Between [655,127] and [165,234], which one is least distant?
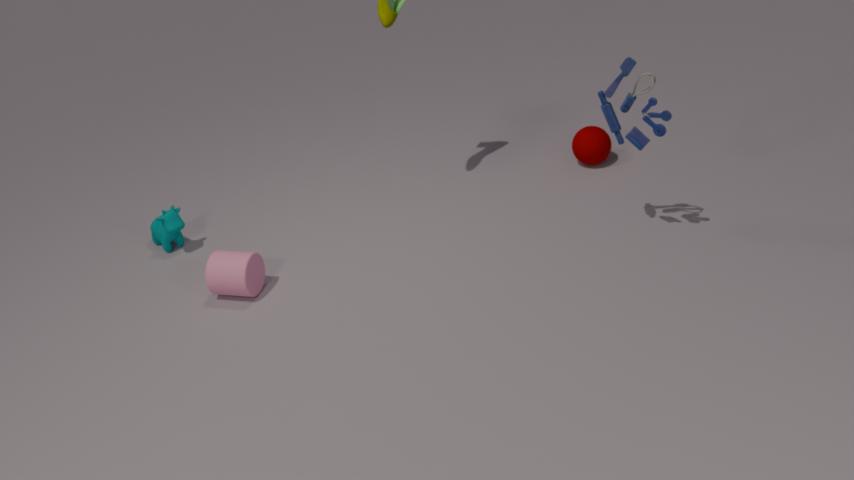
[655,127]
